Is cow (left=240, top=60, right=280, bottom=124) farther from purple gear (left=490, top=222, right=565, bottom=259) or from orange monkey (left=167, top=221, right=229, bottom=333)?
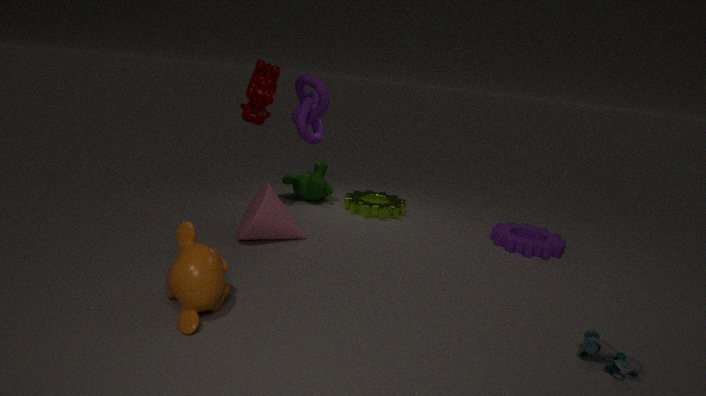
purple gear (left=490, top=222, right=565, bottom=259)
